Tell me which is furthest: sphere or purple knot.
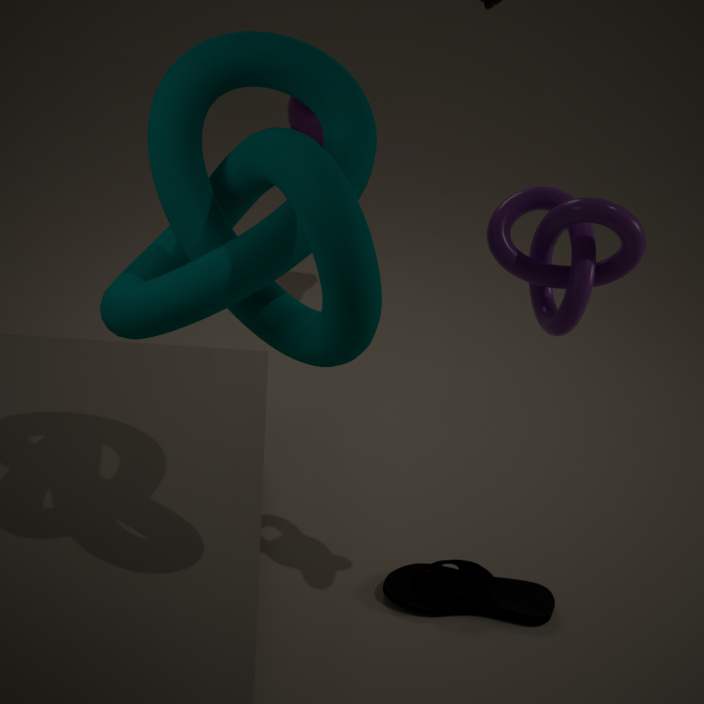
sphere
